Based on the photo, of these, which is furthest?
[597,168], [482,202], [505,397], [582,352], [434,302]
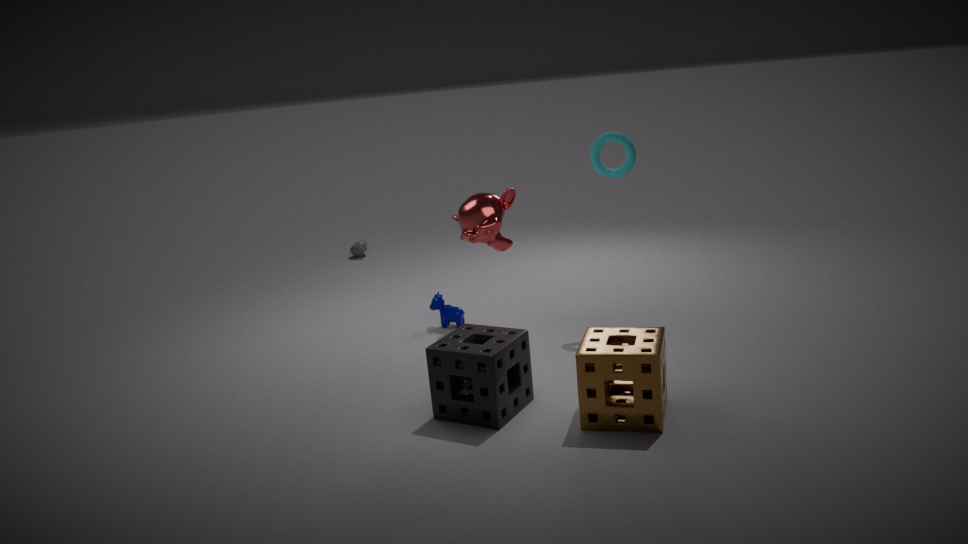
[434,302]
